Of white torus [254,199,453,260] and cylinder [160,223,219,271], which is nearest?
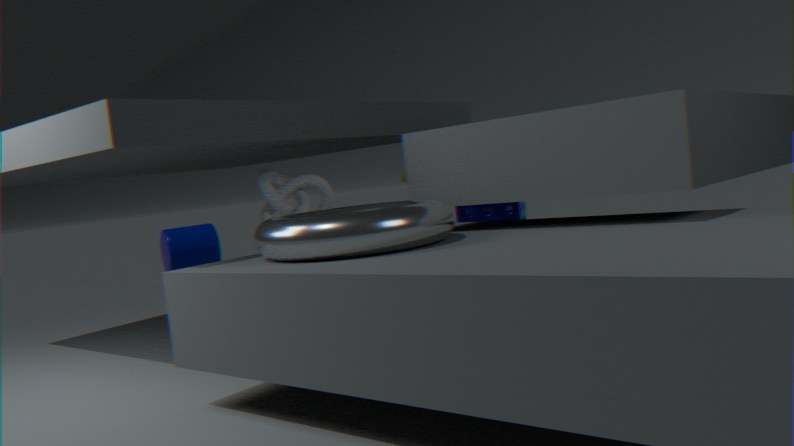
white torus [254,199,453,260]
